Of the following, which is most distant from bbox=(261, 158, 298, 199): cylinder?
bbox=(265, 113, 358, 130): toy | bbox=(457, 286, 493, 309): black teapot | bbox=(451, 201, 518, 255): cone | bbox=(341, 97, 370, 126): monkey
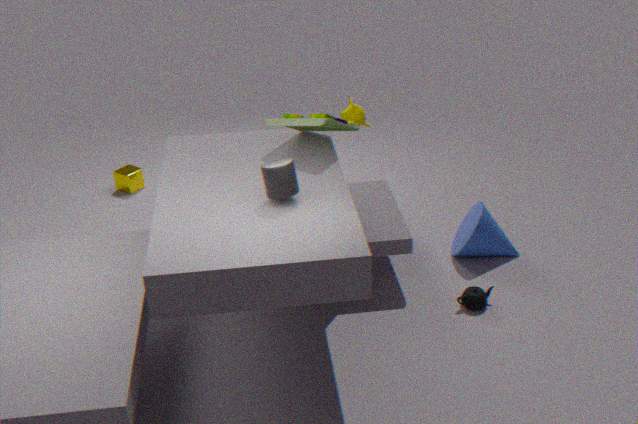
bbox=(451, 201, 518, 255): cone
